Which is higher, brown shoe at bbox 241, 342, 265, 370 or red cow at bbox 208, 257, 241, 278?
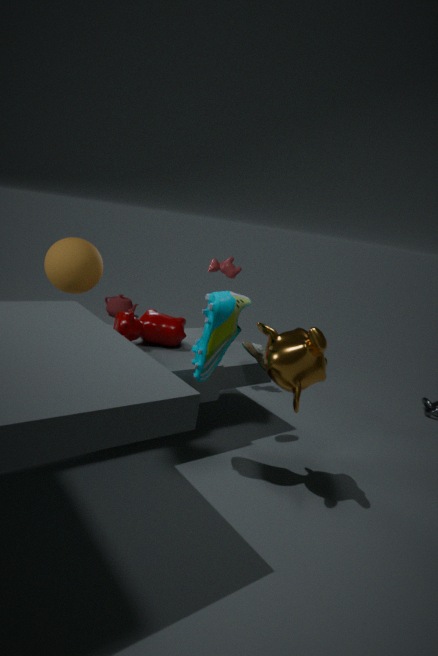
red cow at bbox 208, 257, 241, 278
